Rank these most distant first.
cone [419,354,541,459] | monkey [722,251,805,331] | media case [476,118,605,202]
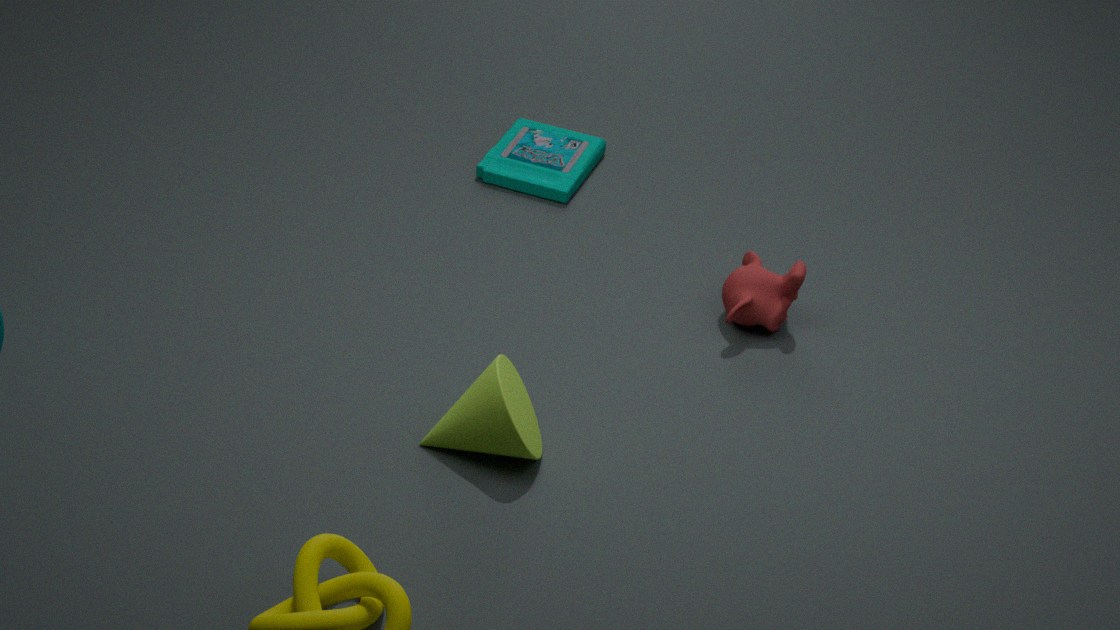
media case [476,118,605,202], monkey [722,251,805,331], cone [419,354,541,459]
